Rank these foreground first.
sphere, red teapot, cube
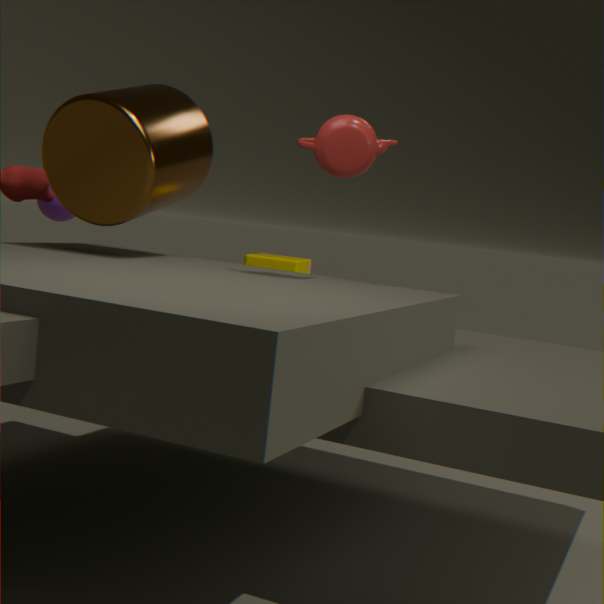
red teapot → cube → sphere
